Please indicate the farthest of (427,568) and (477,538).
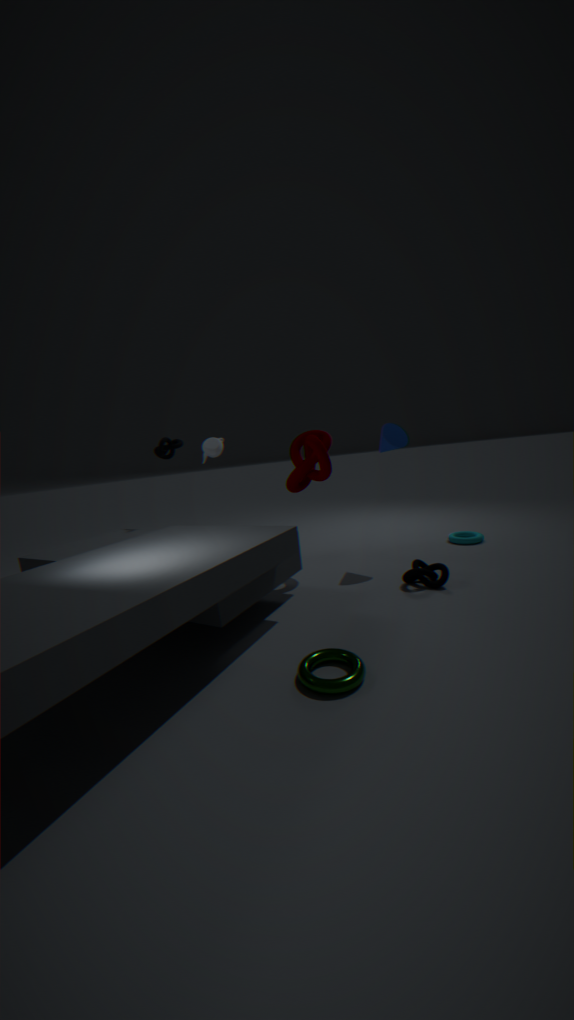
(477,538)
